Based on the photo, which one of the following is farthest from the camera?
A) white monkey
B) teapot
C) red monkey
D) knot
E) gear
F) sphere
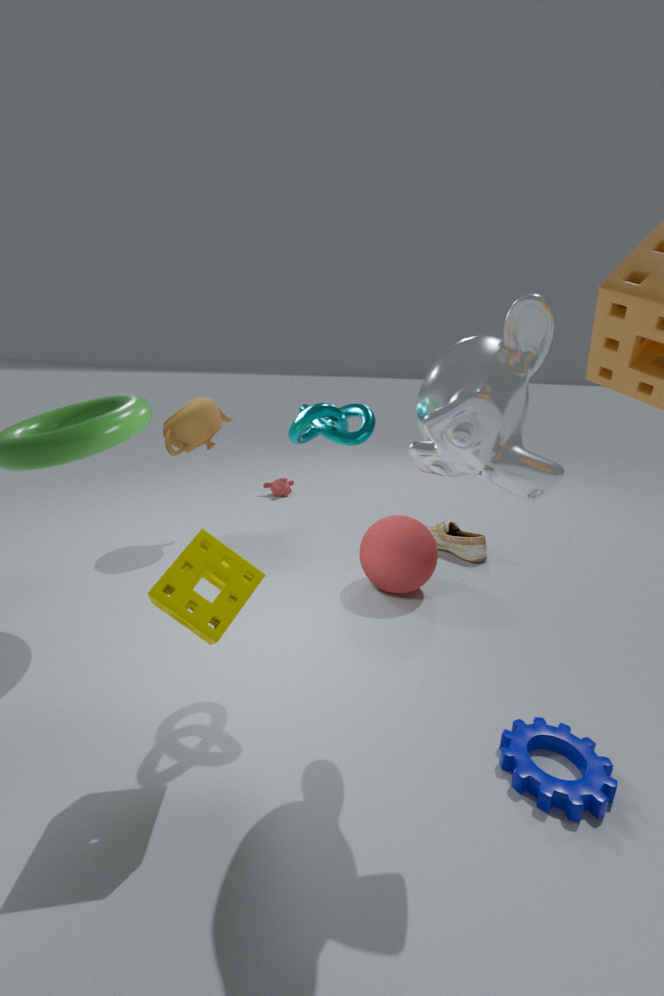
red monkey
